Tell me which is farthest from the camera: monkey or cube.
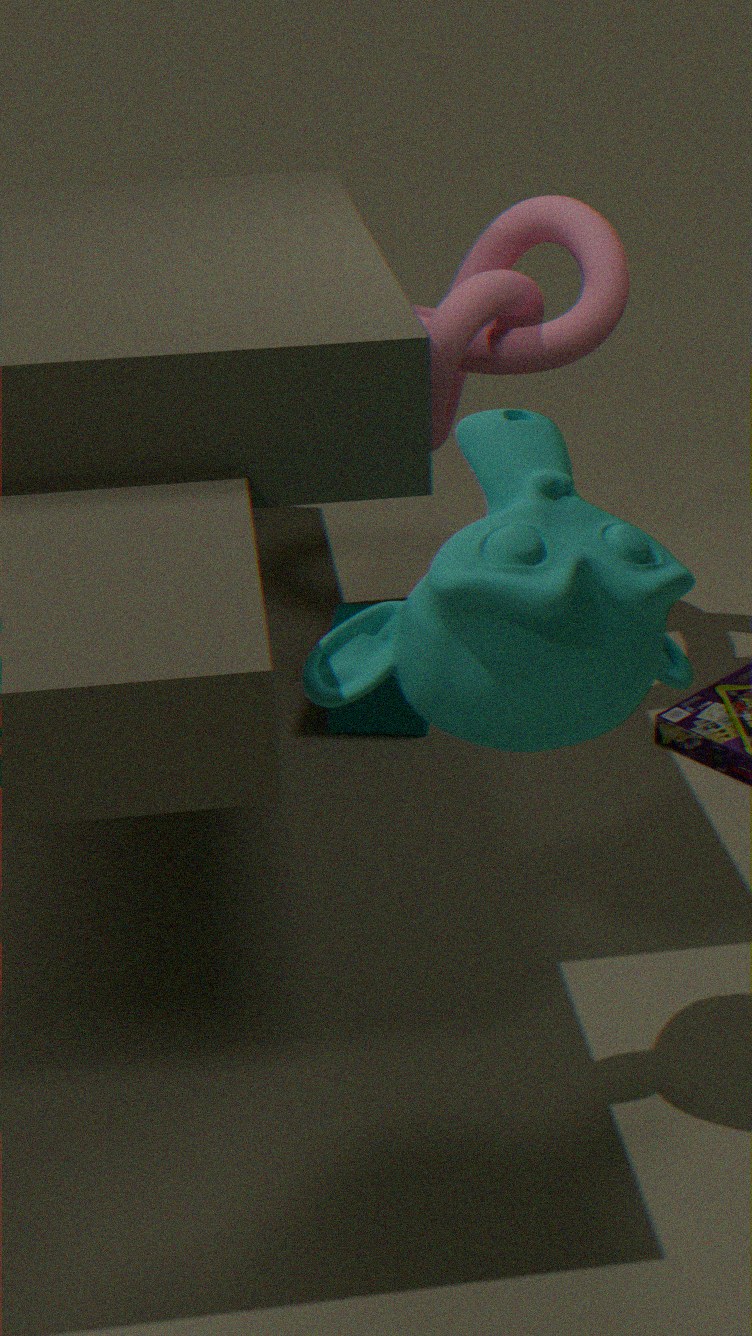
cube
